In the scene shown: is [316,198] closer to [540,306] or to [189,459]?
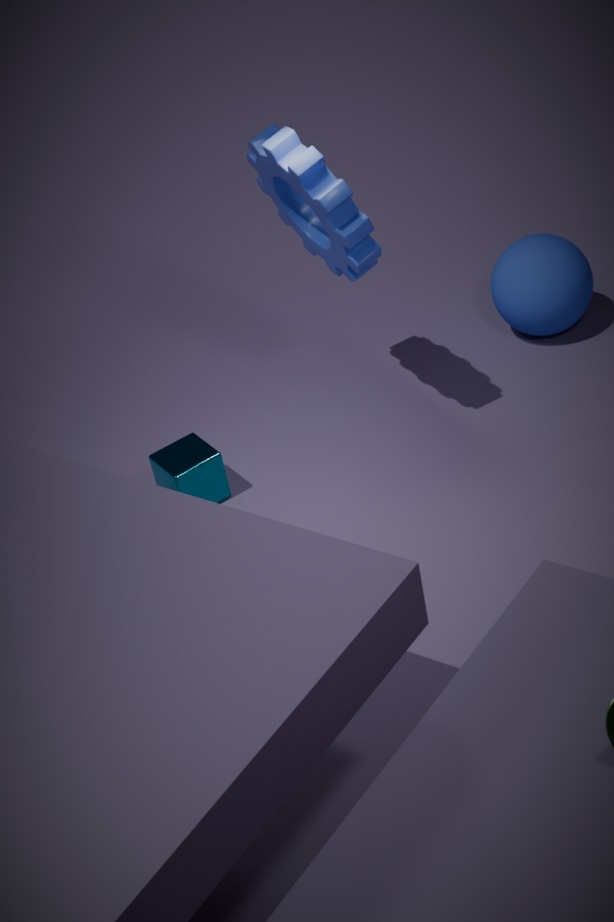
[189,459]
